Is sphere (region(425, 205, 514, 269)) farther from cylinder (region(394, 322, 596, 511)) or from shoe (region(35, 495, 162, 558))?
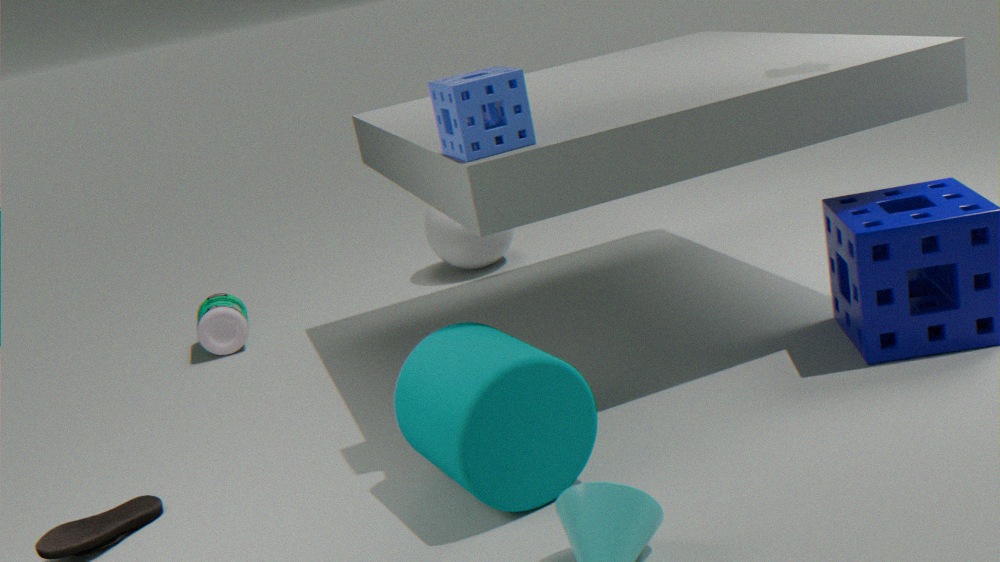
shoe (region(35, 495, 162, 558))
